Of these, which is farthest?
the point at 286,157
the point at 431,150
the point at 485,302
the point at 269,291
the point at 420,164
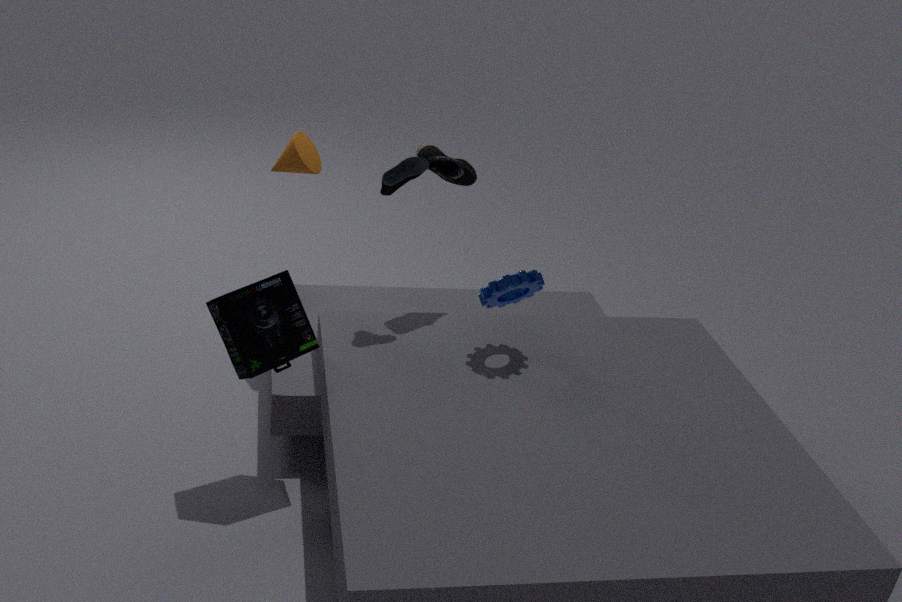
the point at 286,157
